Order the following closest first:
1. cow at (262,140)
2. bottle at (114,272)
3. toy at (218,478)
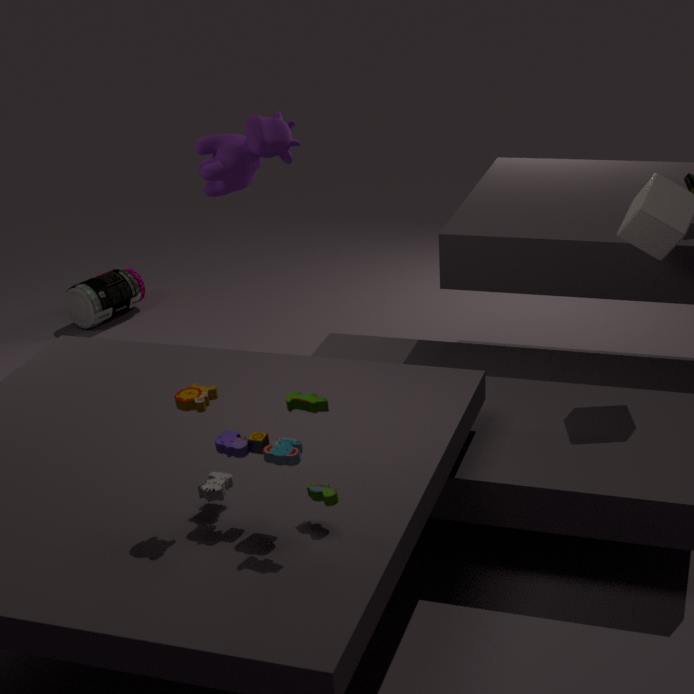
toy at (218,478)
cow at (262,140)
bottle at (114,272)
